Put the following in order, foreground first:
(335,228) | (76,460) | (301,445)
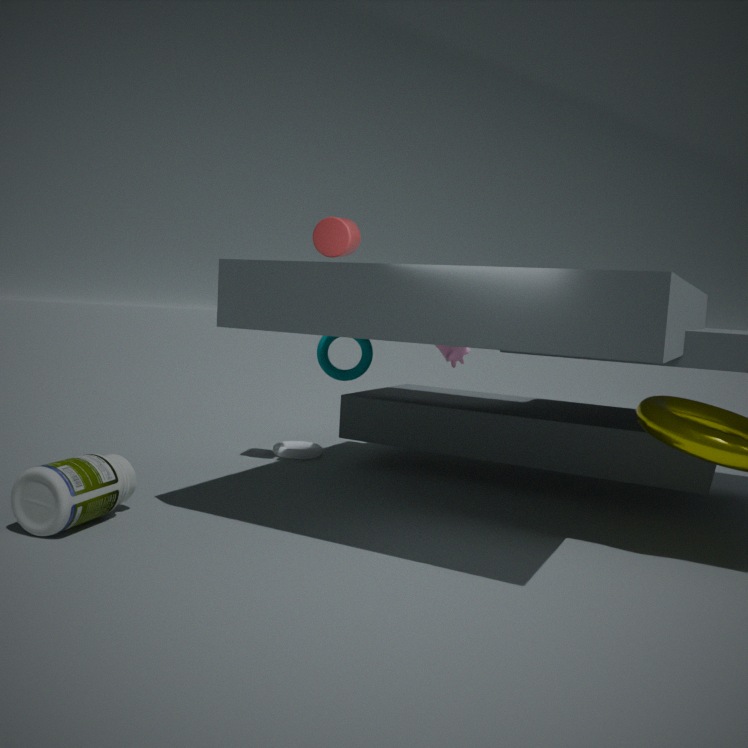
1. (76,460)
2. (335,228)
3. (301,445)
